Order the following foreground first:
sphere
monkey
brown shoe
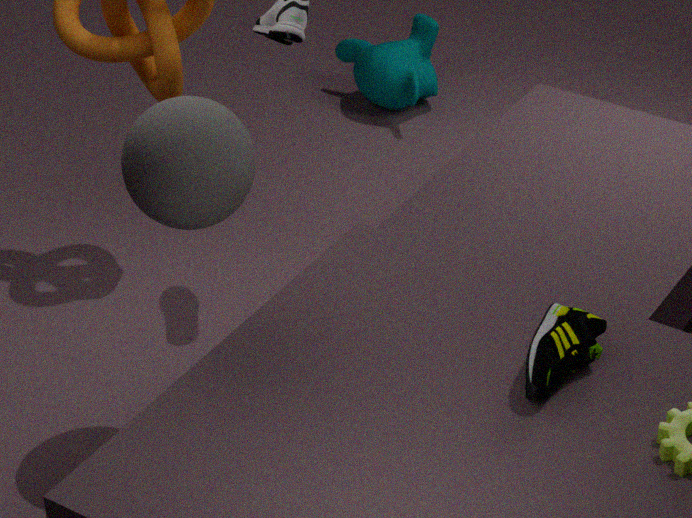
sphere → brown shoe → monkey
